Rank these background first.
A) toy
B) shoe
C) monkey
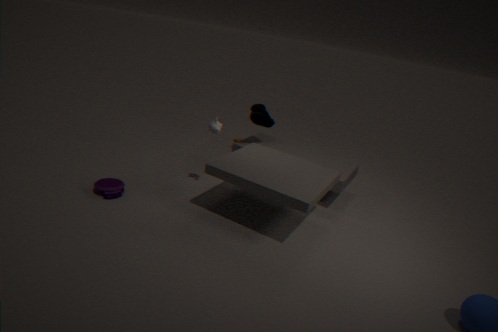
shoe, monkey, toy
